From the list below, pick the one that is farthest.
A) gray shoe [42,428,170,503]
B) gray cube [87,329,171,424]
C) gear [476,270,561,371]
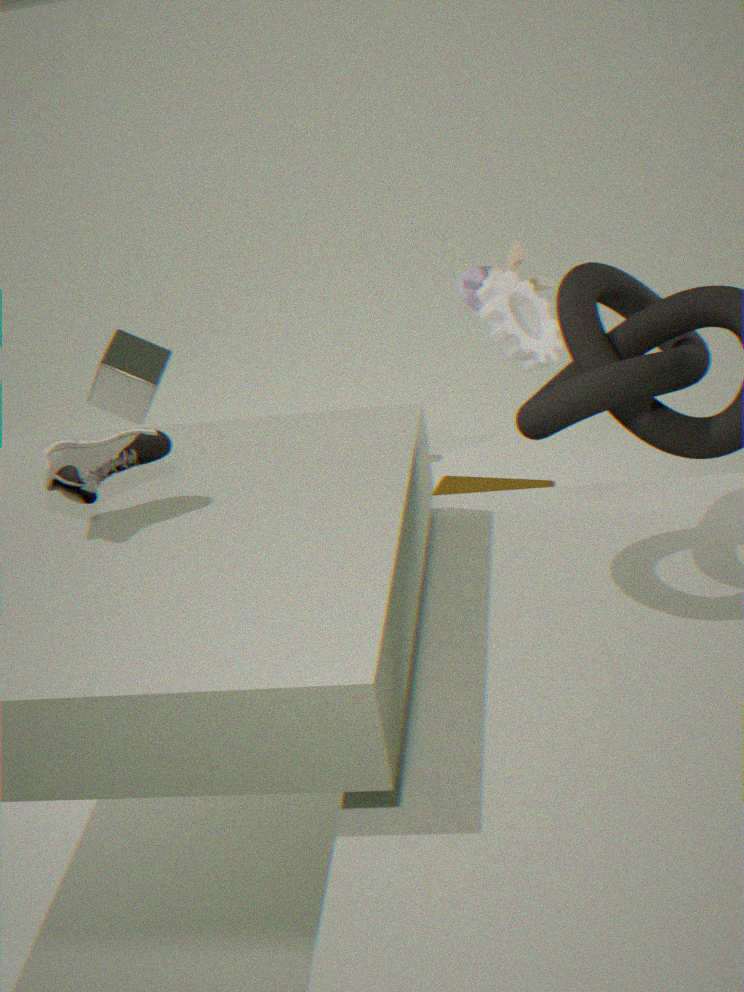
gray cube [87,329,171,424]
